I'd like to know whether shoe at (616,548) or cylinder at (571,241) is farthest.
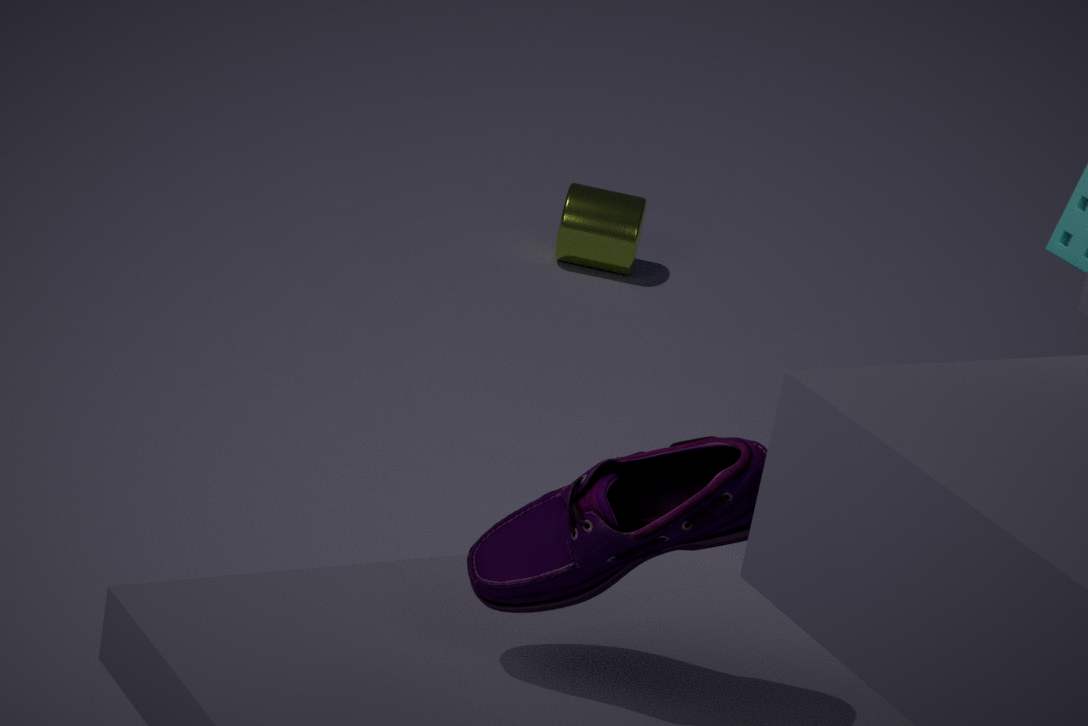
cylinder at (571,241)
